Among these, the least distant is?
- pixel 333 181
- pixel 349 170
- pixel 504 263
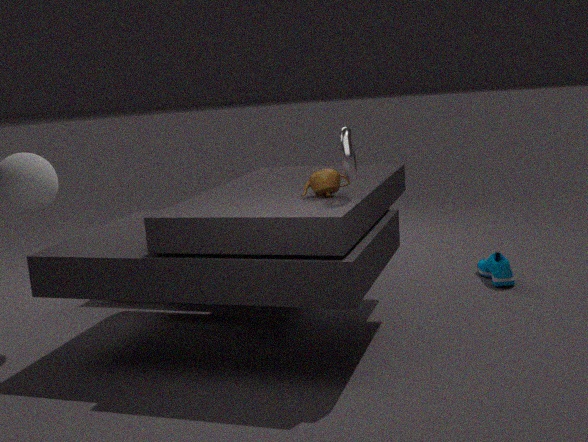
pixel 349 170
